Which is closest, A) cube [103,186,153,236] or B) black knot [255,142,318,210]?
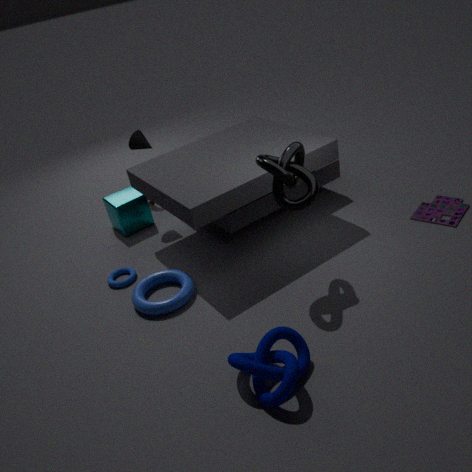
B. black knot [255,142,318,210]
